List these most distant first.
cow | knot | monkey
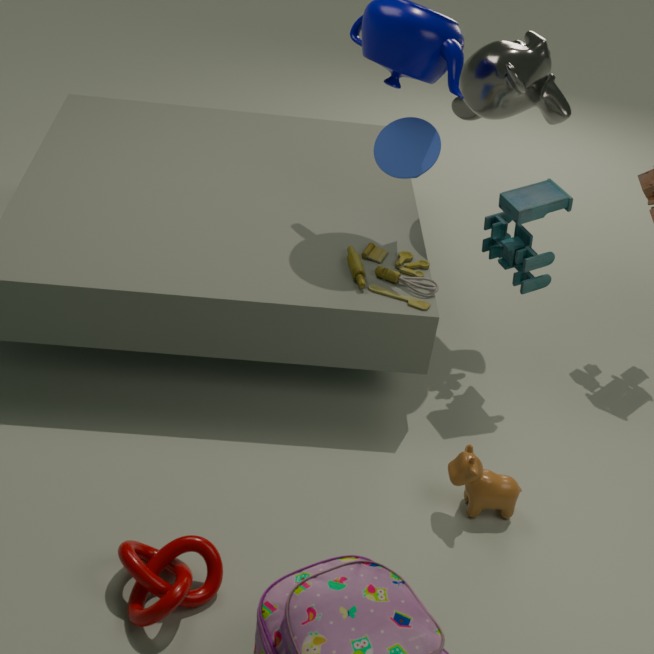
monkey
cow
knot
